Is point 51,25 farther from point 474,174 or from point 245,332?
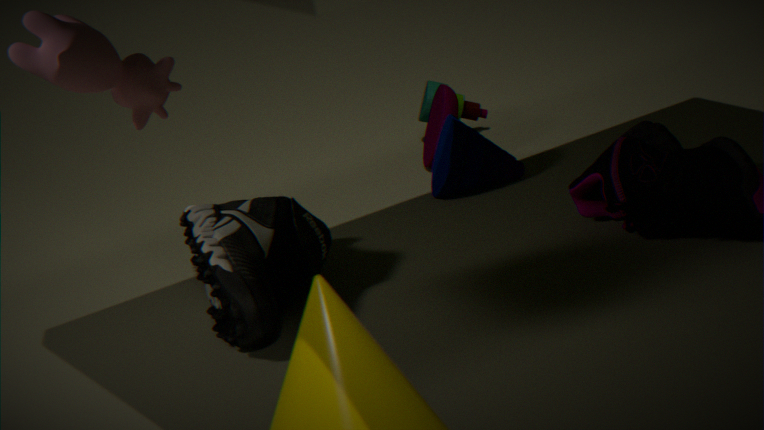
point 474,174
